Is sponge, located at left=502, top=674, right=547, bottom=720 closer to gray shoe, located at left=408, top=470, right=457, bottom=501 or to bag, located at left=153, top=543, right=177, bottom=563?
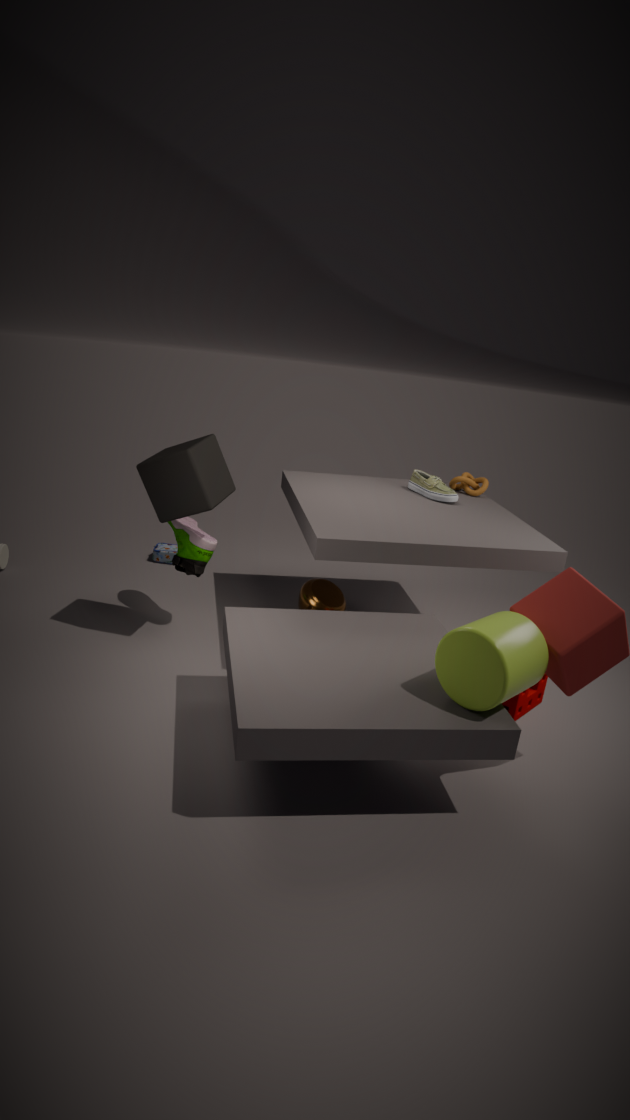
gray shoe, located at left=408, top=470, right=457, bottom=501
